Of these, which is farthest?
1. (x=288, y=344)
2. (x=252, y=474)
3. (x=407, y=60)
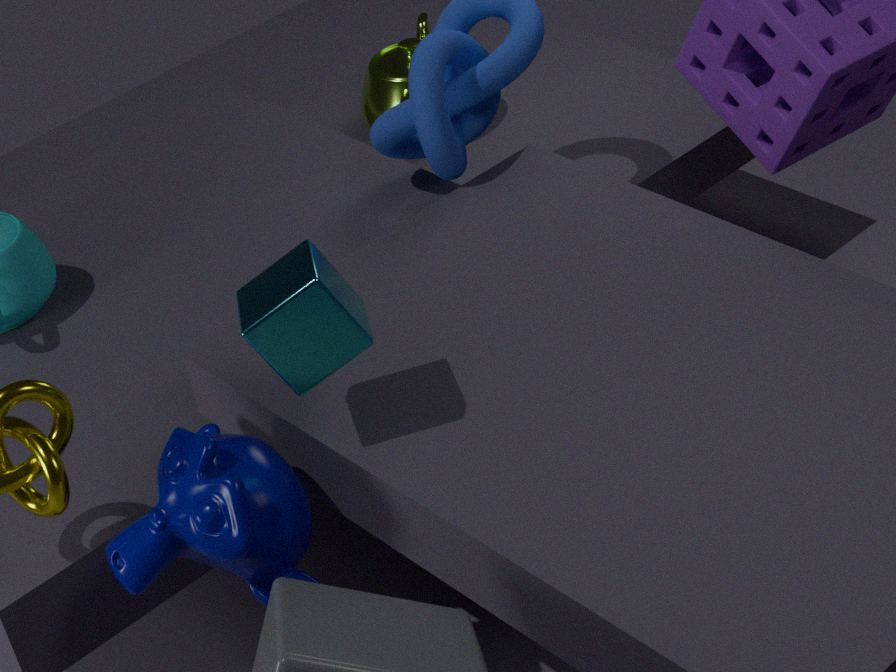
(x=407, y=60)
